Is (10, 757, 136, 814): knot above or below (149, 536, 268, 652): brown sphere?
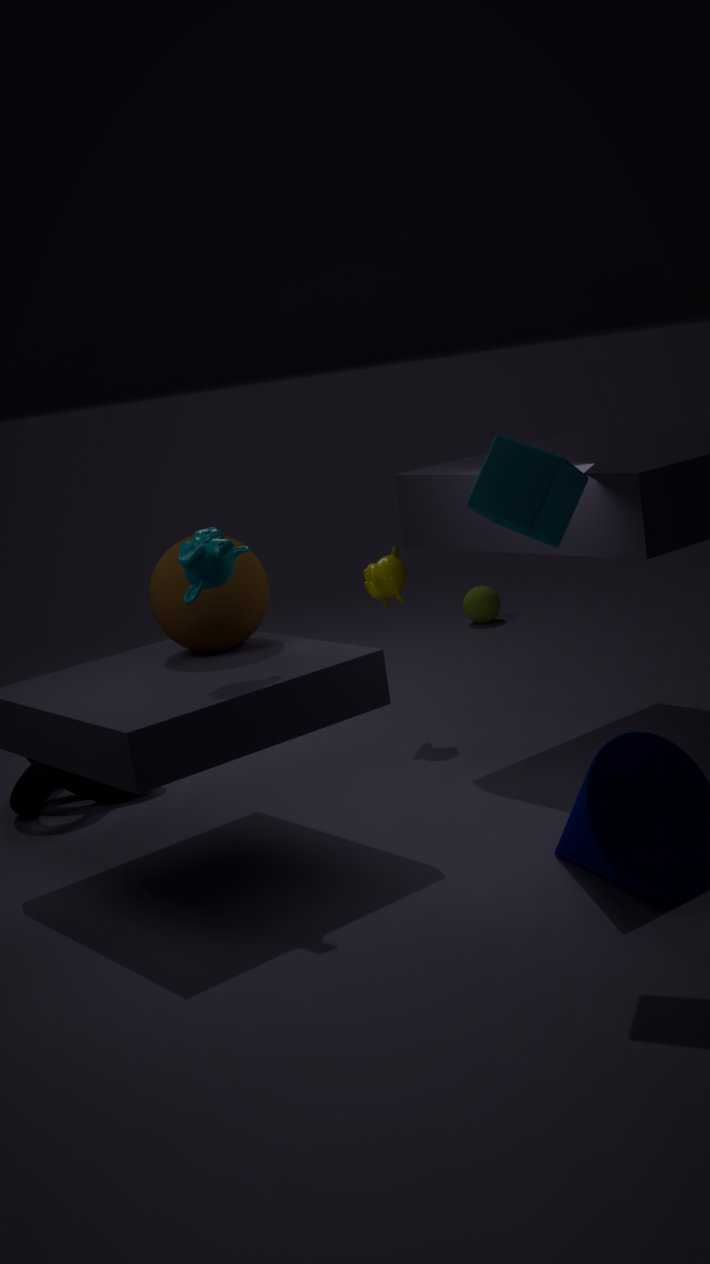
below
